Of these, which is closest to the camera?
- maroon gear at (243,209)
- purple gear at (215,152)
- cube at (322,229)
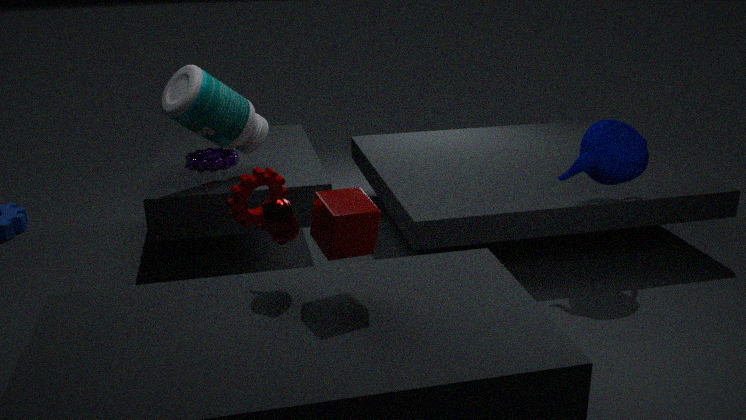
cube at (322,229)
